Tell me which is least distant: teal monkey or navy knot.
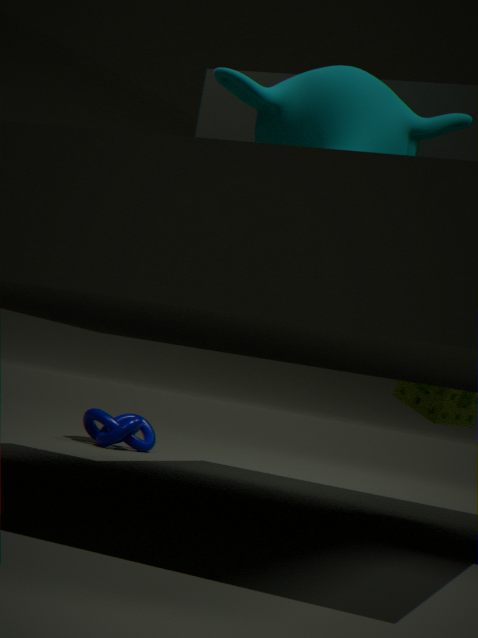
teal monkey
